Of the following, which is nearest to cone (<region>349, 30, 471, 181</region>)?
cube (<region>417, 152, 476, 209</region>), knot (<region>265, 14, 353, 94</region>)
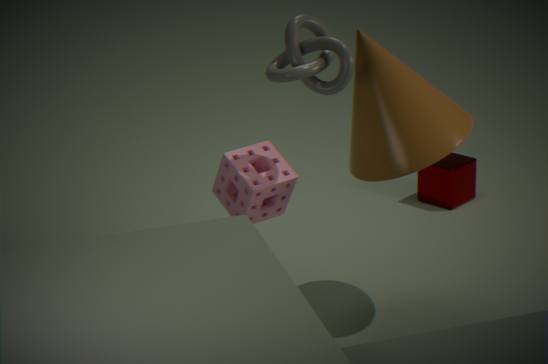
knot (<region>265, 14, 353, 94</region>)
